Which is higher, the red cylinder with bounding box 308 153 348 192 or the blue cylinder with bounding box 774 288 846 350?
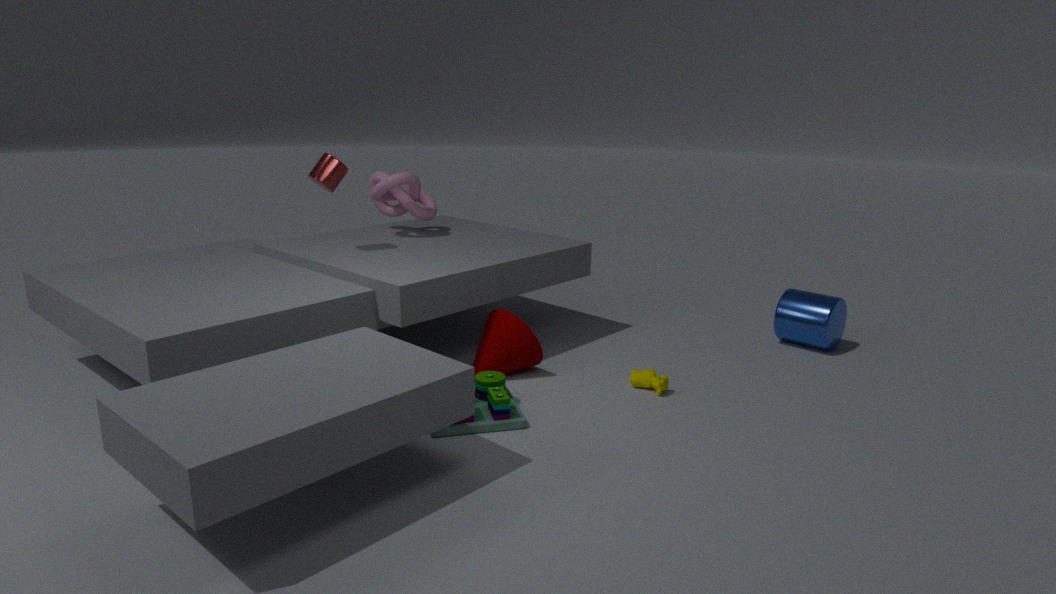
the red cylinder with bounding box 308 153 348 192
